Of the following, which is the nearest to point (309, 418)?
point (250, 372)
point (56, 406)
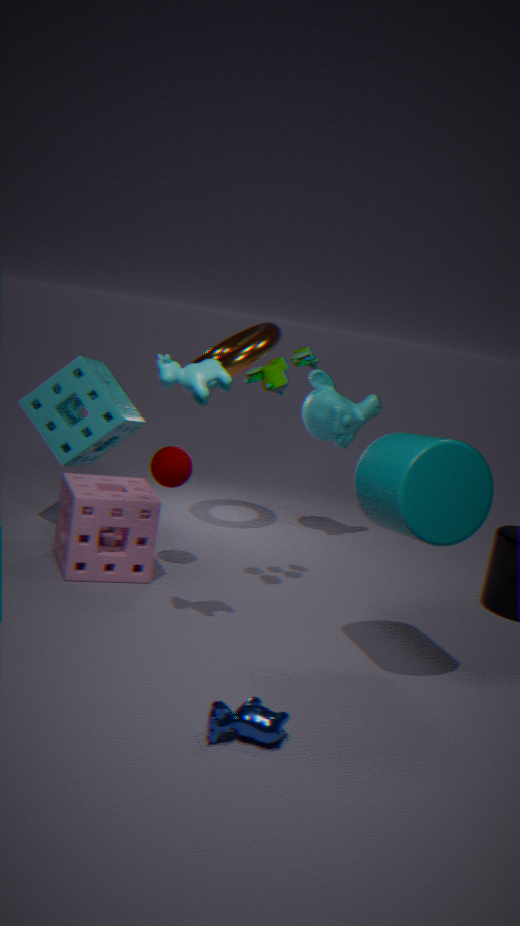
point (250, 372)
